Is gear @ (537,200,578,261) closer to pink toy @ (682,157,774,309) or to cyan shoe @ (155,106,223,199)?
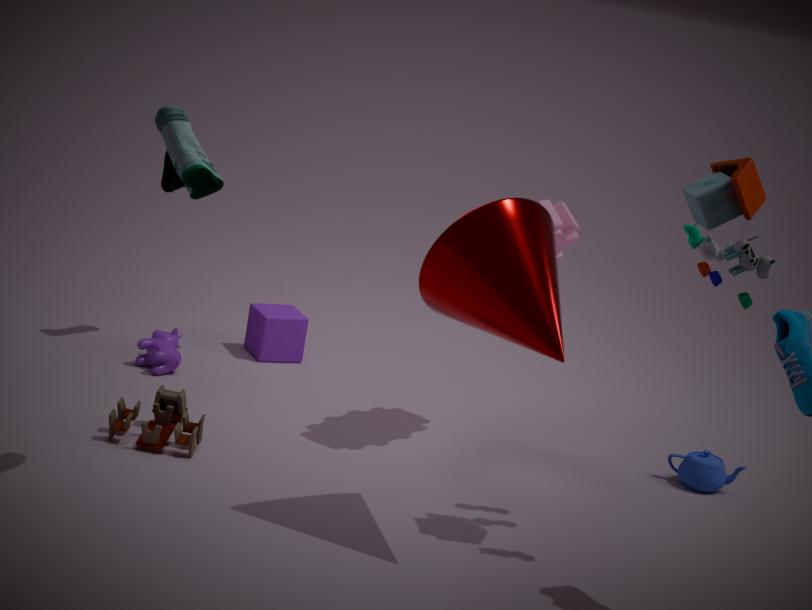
pink toy @ (682,157,774,309)
